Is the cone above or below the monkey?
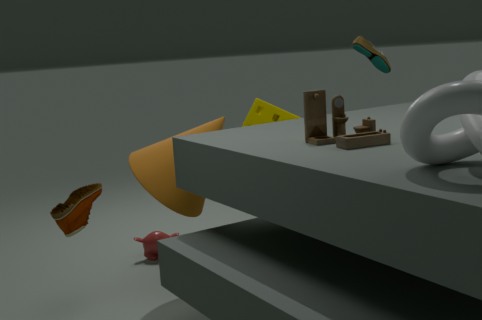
above
